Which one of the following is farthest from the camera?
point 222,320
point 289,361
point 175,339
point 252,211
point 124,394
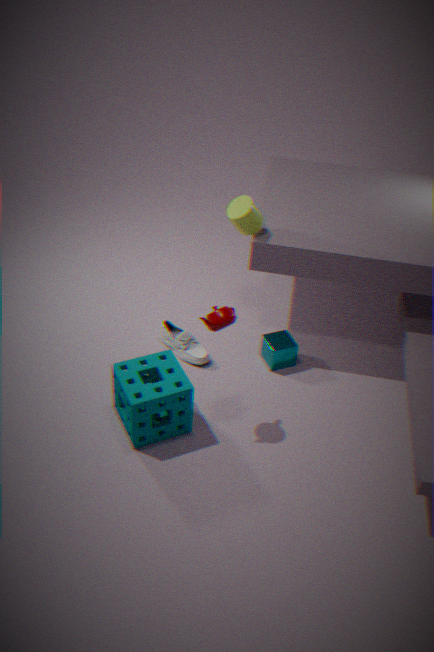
point 175,339
